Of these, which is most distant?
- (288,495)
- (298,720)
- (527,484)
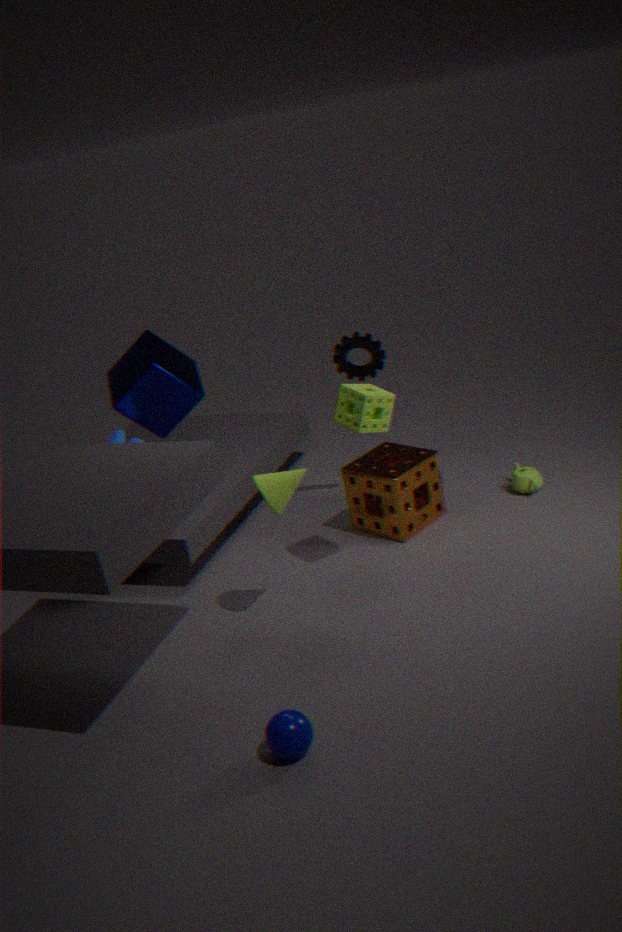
(527,484)
